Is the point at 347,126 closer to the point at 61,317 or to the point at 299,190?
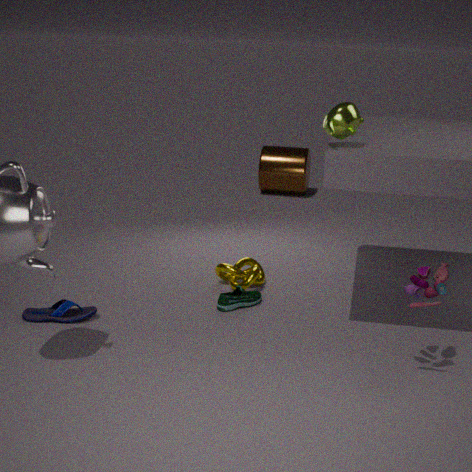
the point at 61,317
